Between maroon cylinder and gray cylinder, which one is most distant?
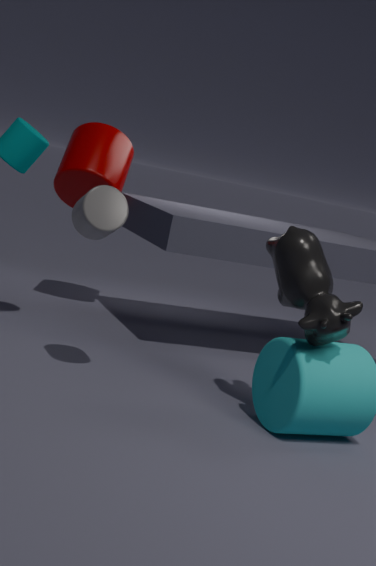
maroon cylinder
